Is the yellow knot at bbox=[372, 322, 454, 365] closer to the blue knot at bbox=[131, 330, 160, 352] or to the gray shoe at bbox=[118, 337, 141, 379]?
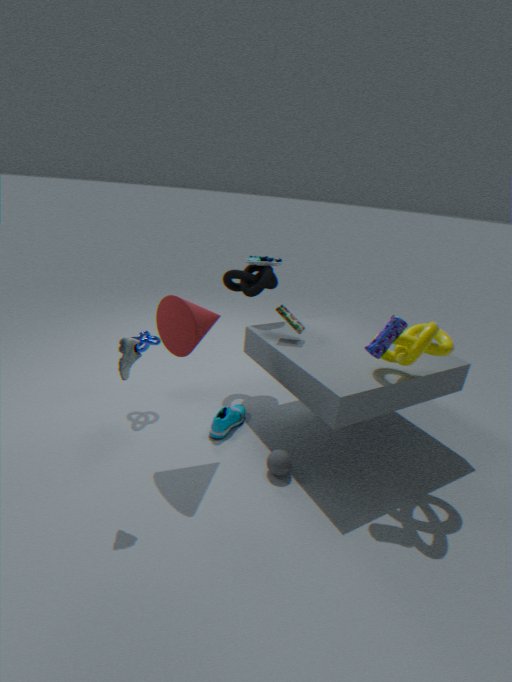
the gray shoe at bbox=[118, 337, 141, 379]
